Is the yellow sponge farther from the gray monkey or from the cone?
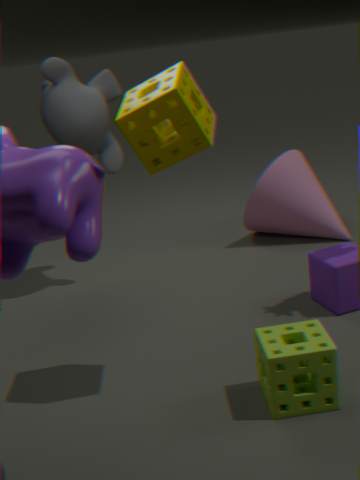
the cone
